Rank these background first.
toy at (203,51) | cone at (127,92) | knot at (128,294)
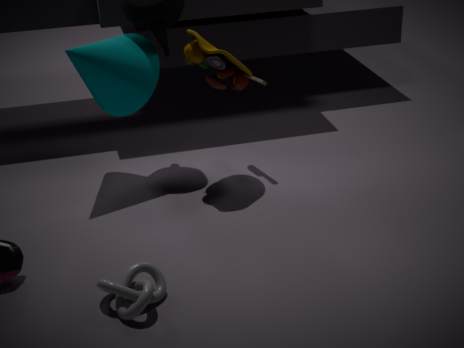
cone at (127,92) → toy at (203,51) → knot at (128,294)
